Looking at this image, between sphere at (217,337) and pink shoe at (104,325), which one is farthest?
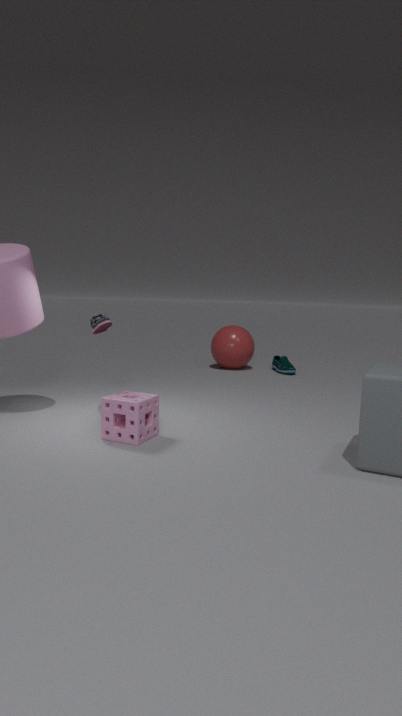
sphere at (217,337)
